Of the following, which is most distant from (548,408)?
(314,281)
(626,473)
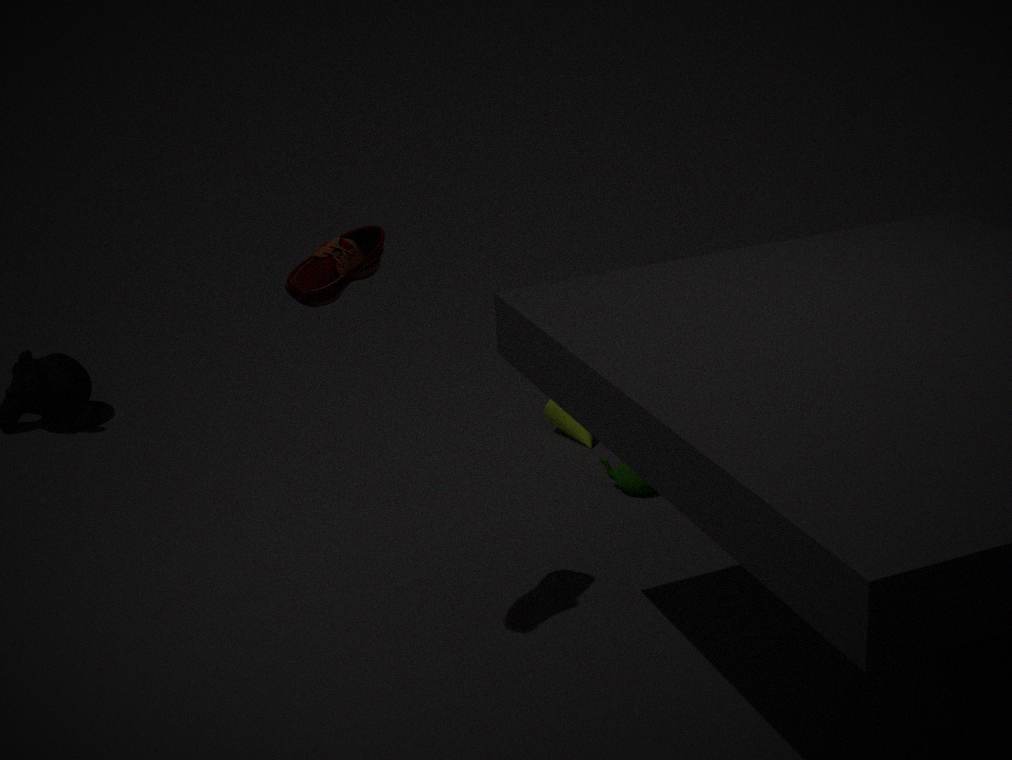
(314,281)
